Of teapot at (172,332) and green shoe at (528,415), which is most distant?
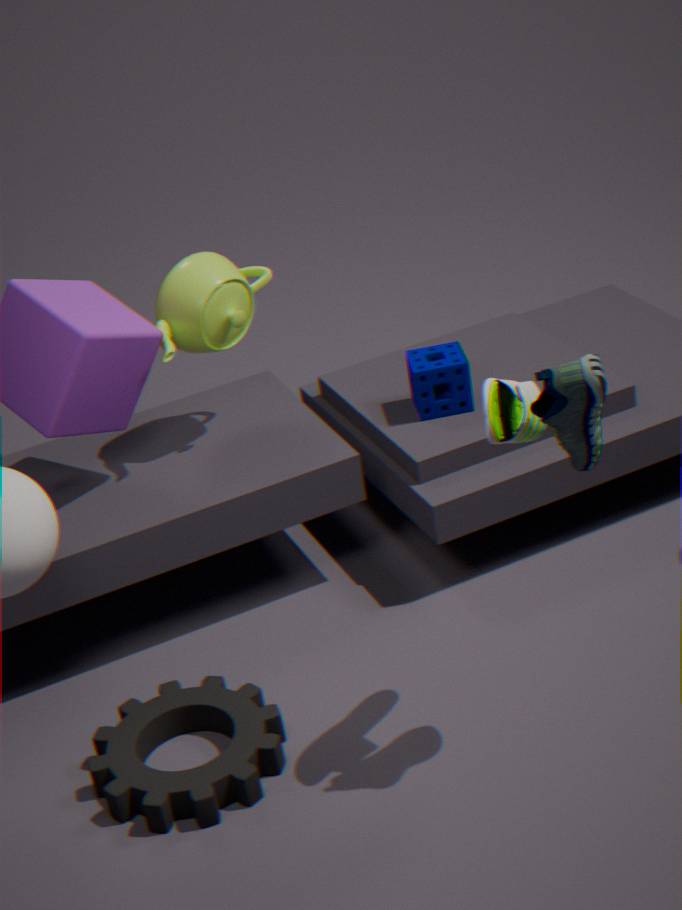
teapot at (172,332)
